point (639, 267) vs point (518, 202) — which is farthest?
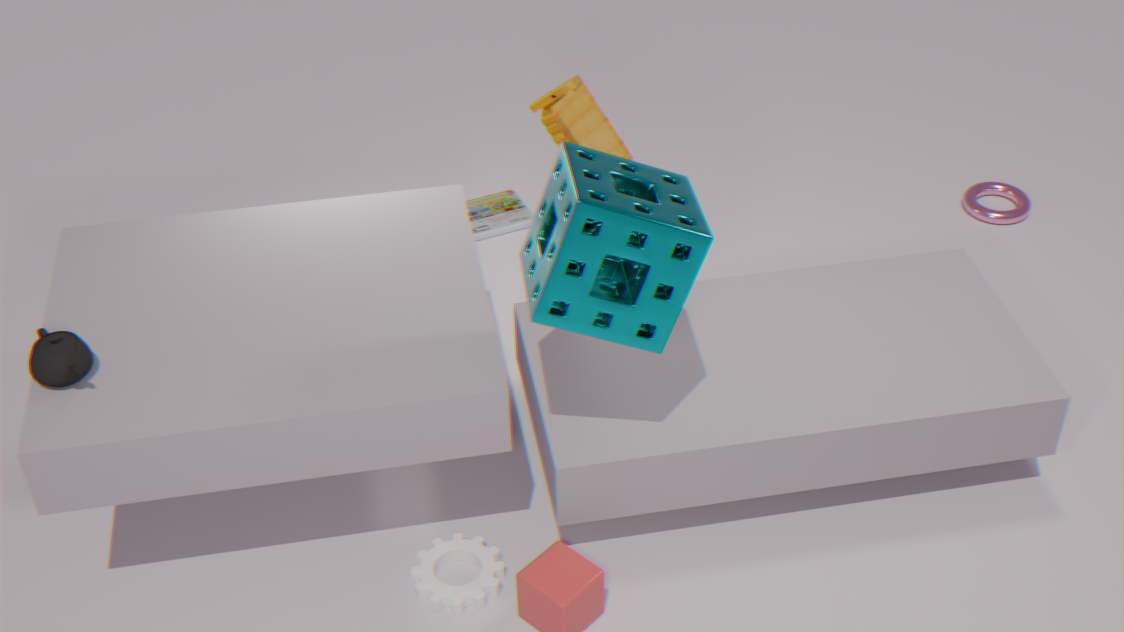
point (518, 202)
